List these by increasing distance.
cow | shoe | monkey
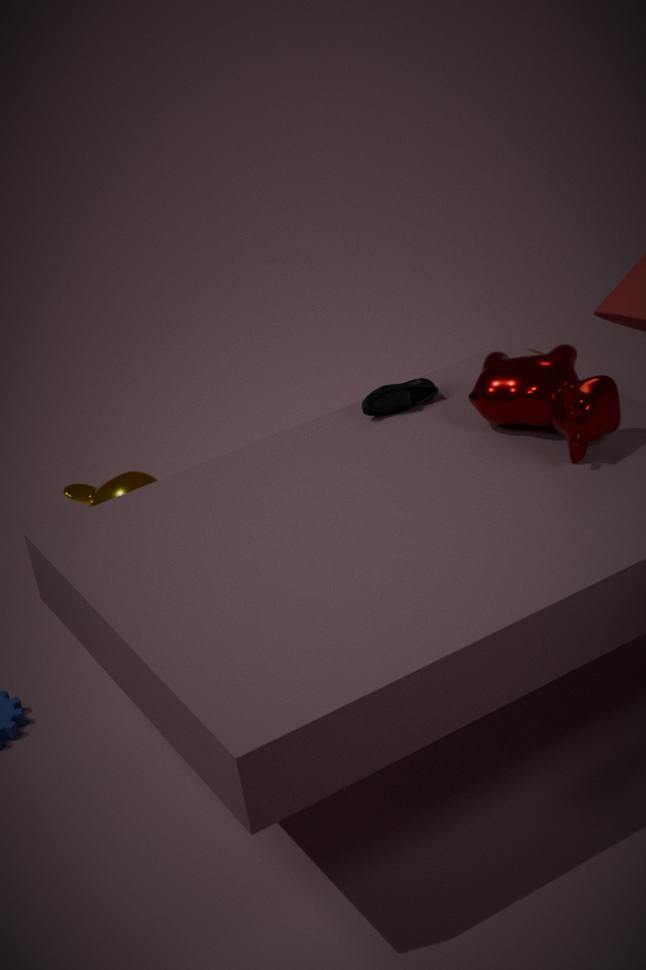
cow < shoe < monkey
